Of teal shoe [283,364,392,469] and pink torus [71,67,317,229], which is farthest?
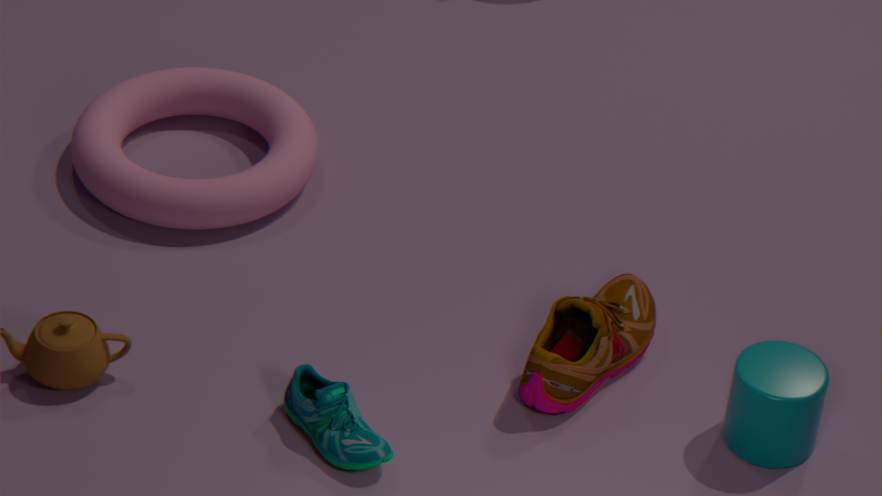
pink torus [71,67,317,229]
